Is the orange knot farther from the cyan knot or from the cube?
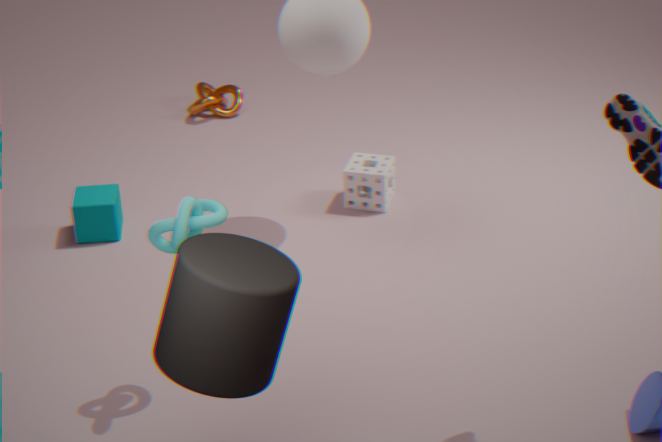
the cyan knot
